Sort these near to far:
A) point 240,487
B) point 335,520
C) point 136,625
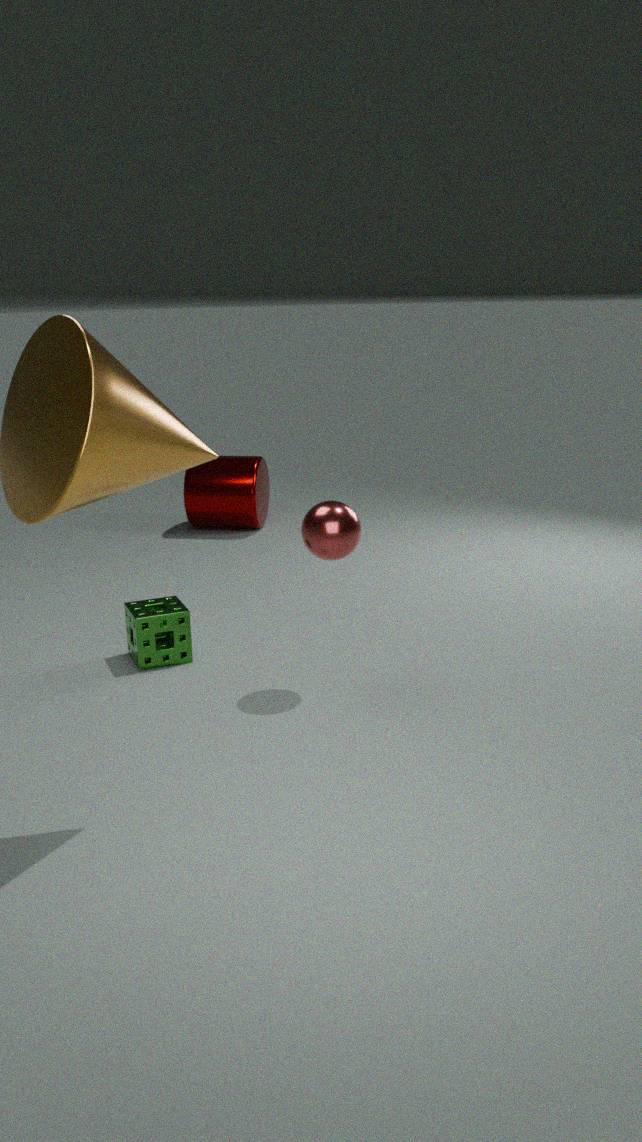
B. point 335,520 → C. point 136,625 → A. point 240,487
